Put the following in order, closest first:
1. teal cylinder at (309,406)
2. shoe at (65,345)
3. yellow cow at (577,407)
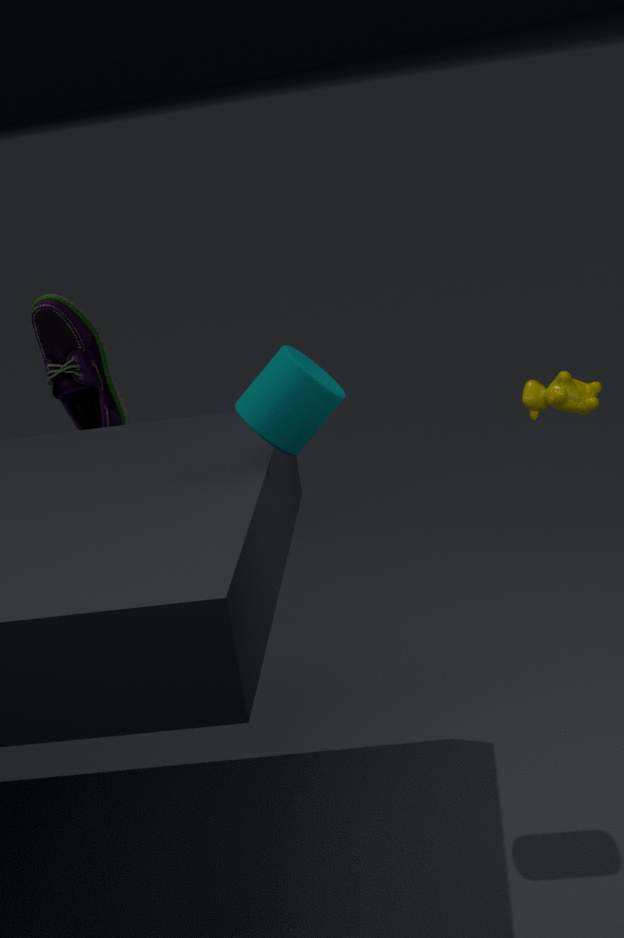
teal cylinder at (309,406) < yellow cow at (577,407) < shoe at (65,345)
